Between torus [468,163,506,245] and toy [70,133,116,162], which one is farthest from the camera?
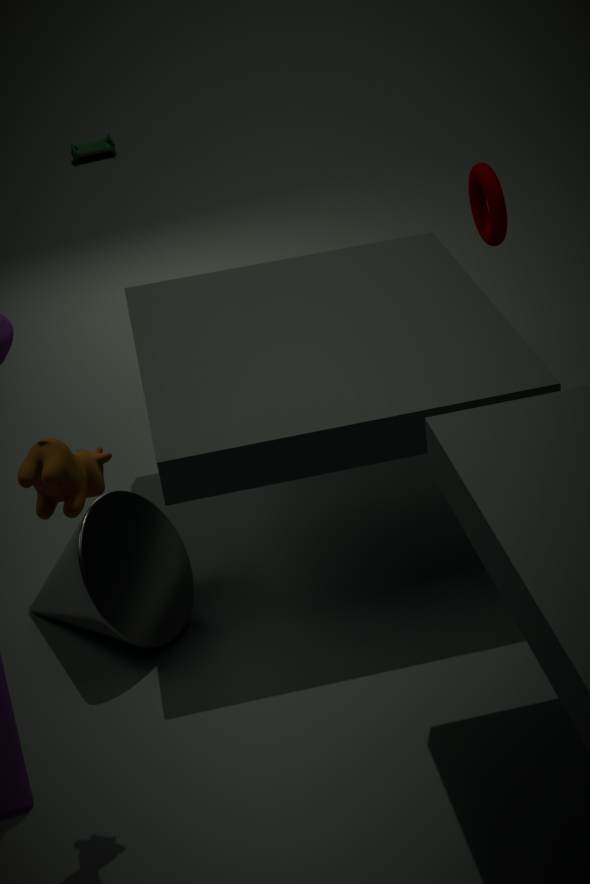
toy [70,133,116,162]
